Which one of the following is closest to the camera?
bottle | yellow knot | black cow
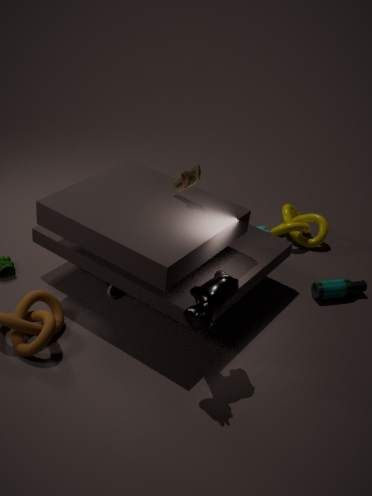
black cow
